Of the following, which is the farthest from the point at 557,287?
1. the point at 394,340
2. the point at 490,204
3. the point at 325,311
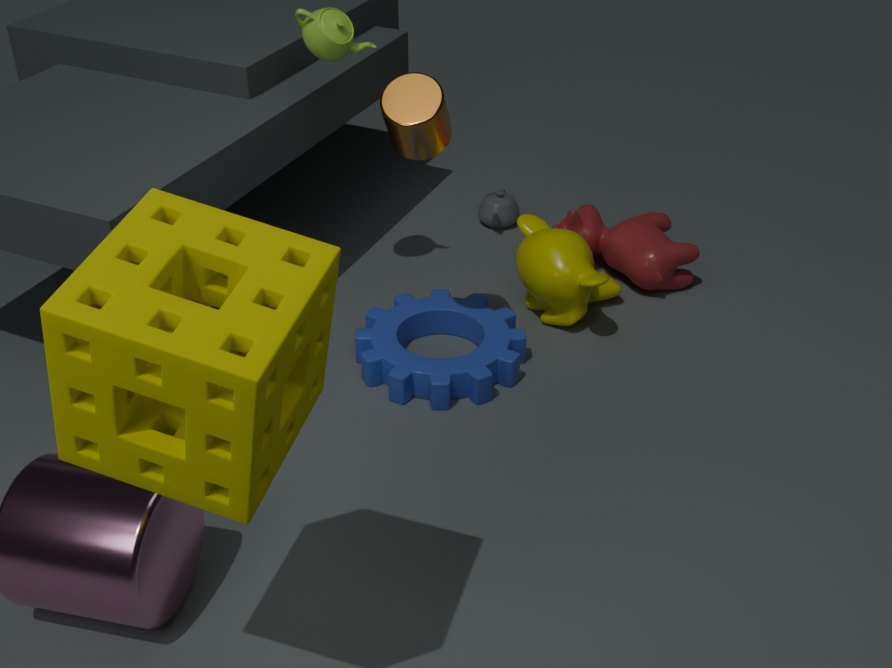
the point at 325,311
